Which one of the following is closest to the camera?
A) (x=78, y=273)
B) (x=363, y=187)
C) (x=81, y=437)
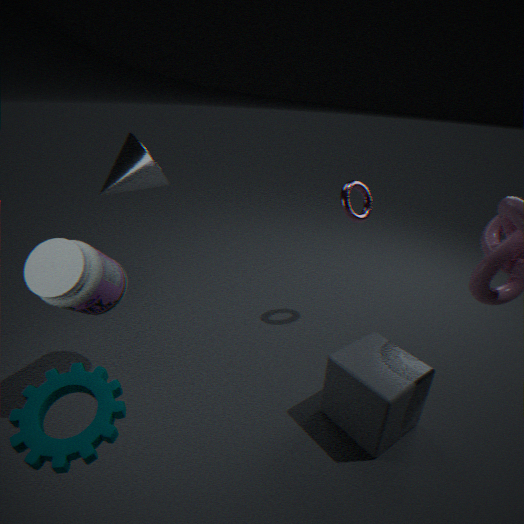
(x=81, y=437)
